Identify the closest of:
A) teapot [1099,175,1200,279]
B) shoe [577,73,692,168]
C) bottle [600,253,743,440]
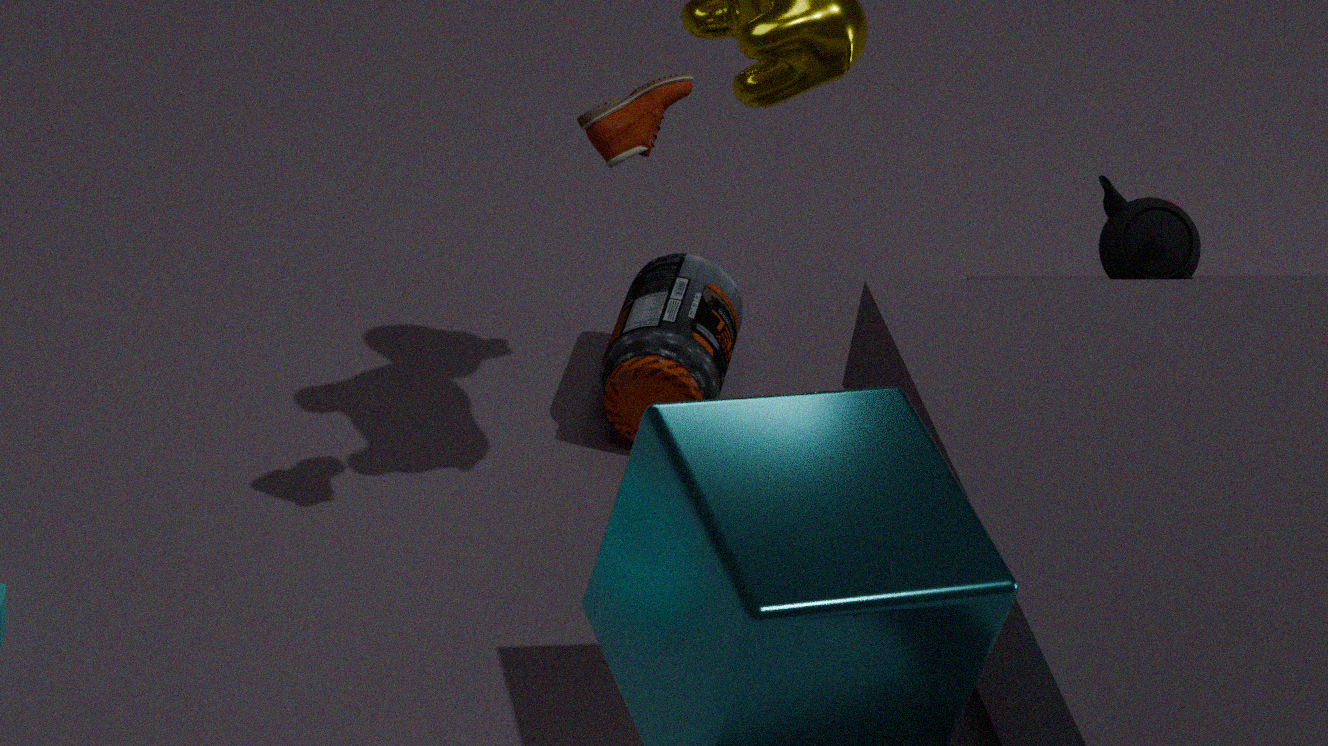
shoe [577,73,692,168]
